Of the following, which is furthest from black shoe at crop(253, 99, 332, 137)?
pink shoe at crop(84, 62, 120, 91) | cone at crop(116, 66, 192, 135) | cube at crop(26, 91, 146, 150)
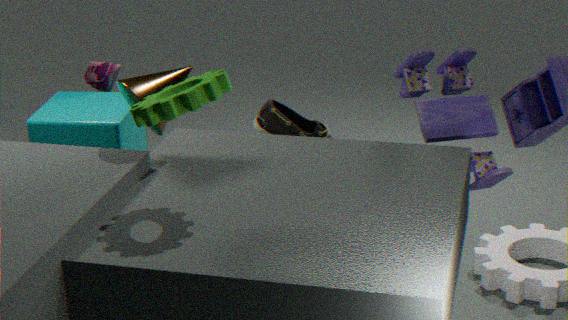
cone at crop(116, 66, 192, 135)
